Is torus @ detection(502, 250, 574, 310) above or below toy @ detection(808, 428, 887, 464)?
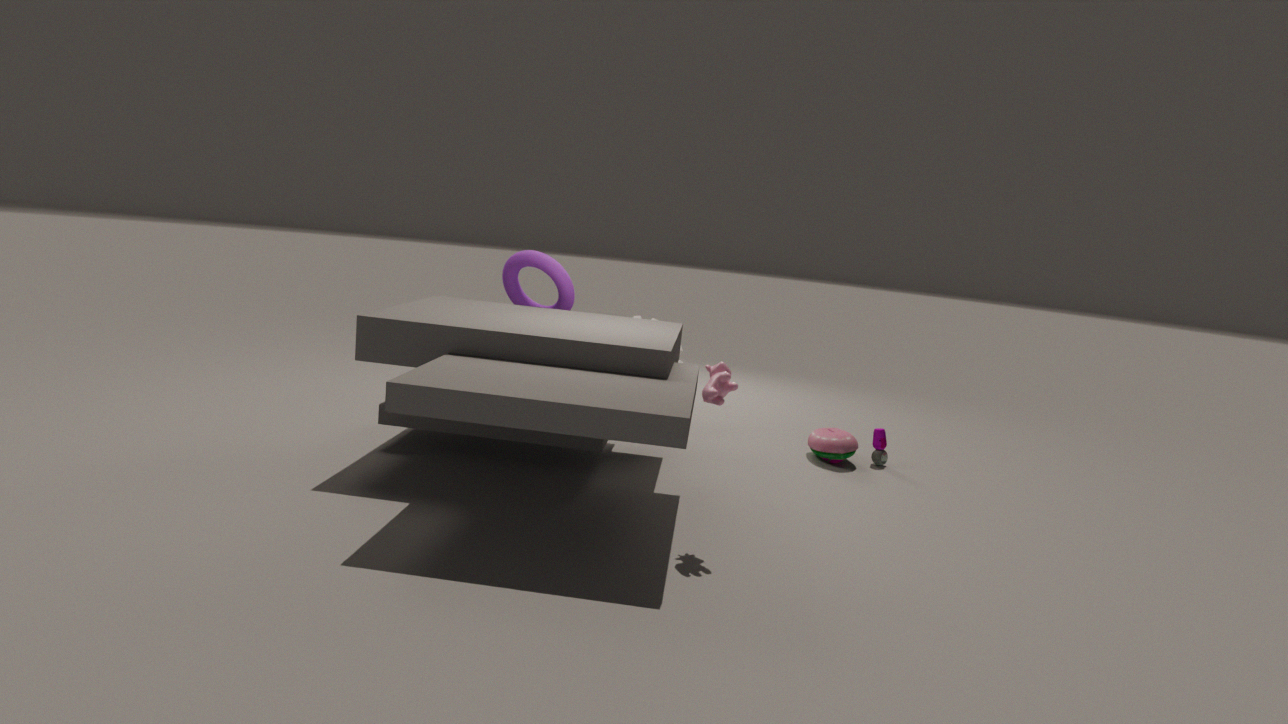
above
